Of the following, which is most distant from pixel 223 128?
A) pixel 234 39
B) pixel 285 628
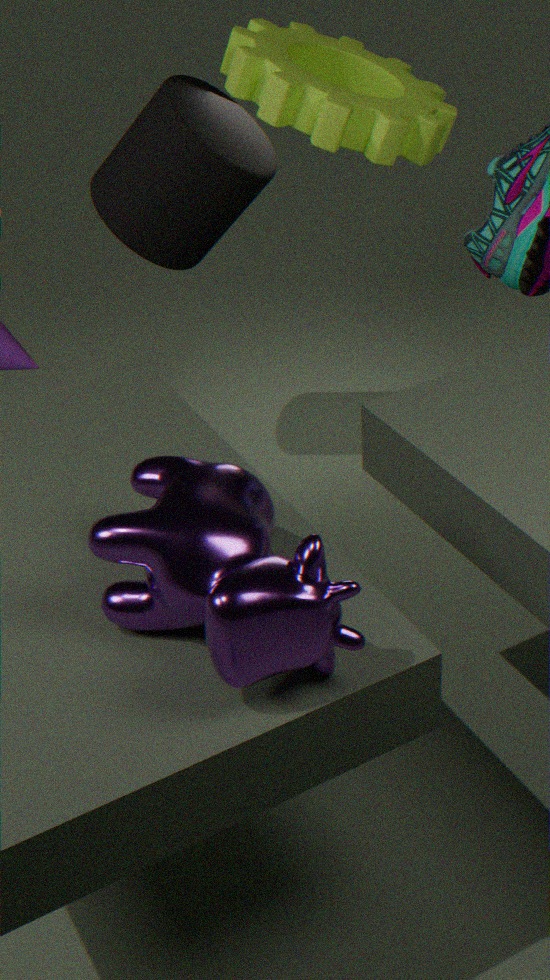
pixel 285 628
